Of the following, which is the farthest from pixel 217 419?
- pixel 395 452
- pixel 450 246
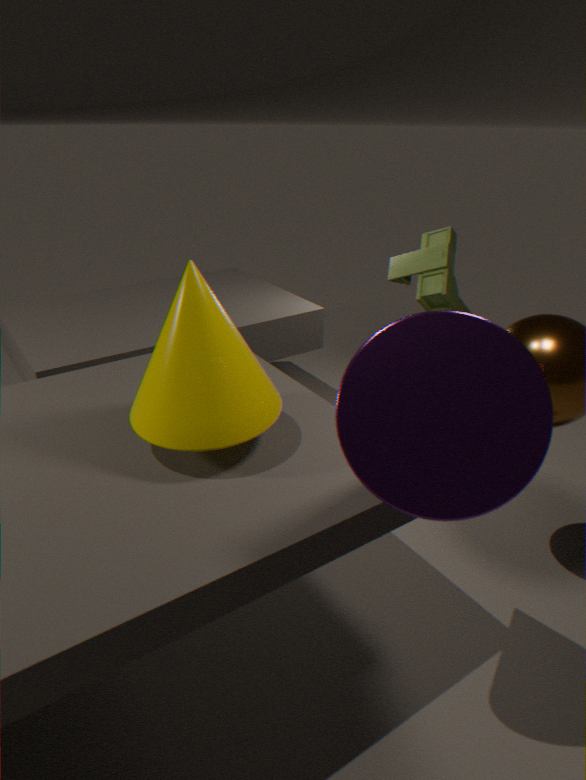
→ pixel 450 246
